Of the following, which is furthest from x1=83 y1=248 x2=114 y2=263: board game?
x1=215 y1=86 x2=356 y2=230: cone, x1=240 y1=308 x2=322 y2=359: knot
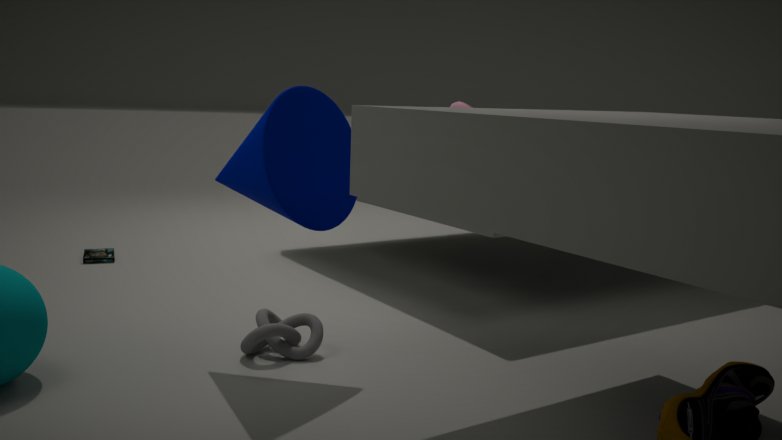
x1=215 y1=86 x2=356 y2=230: cone
